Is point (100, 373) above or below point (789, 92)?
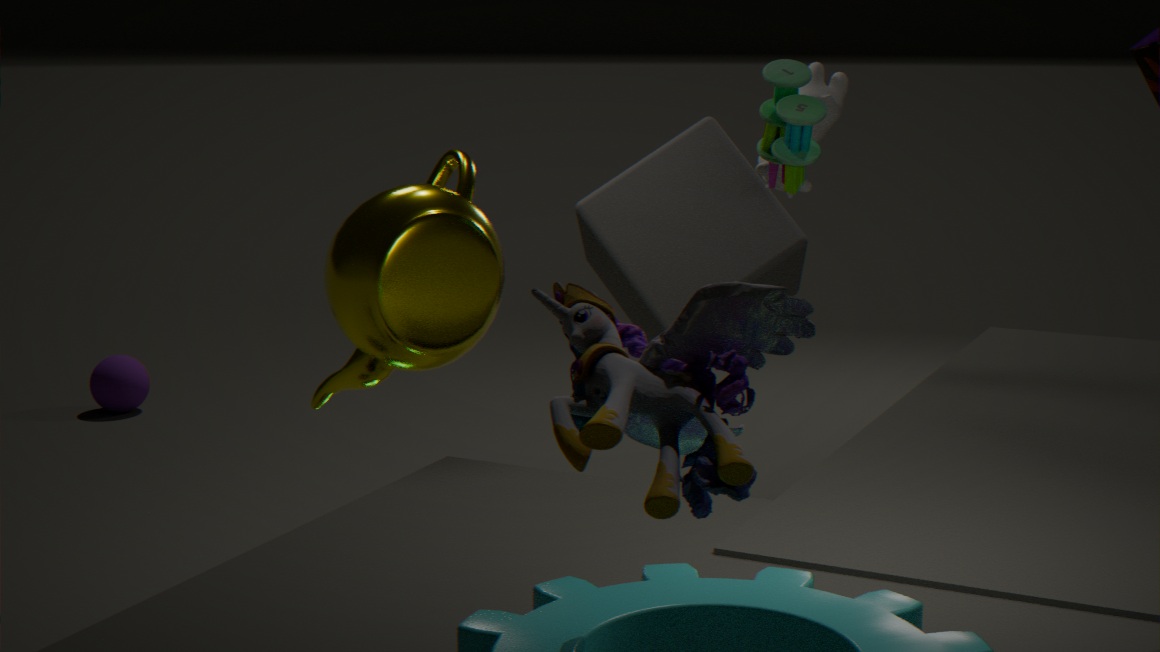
below
